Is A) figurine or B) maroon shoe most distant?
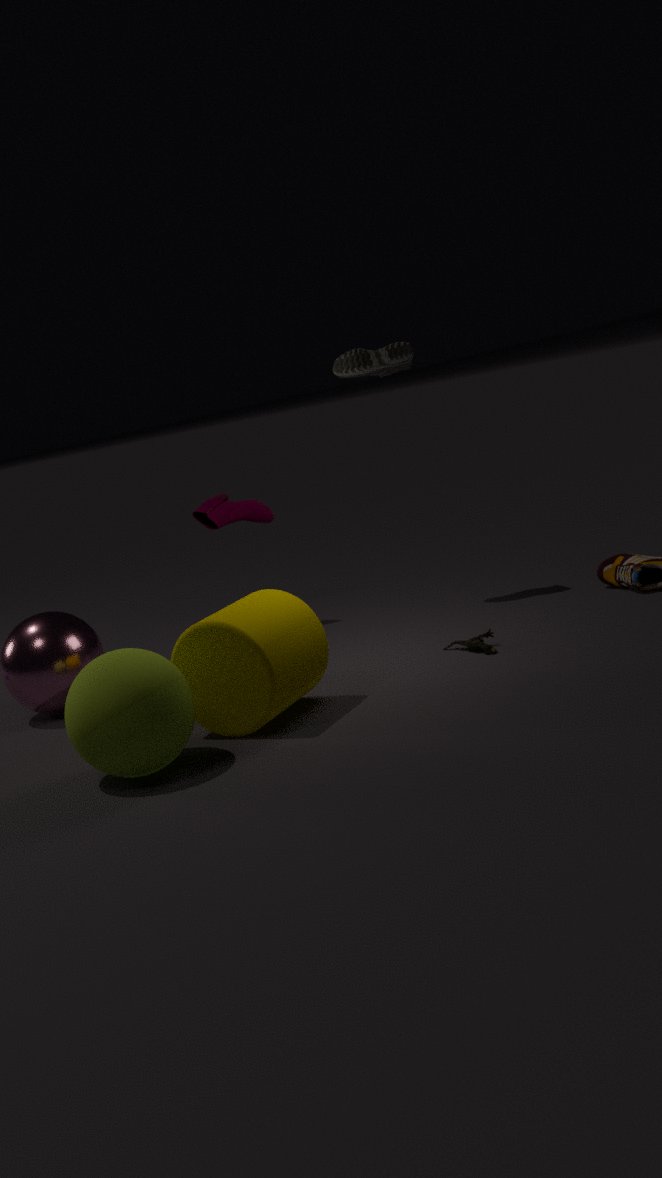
B. maroon shoe
